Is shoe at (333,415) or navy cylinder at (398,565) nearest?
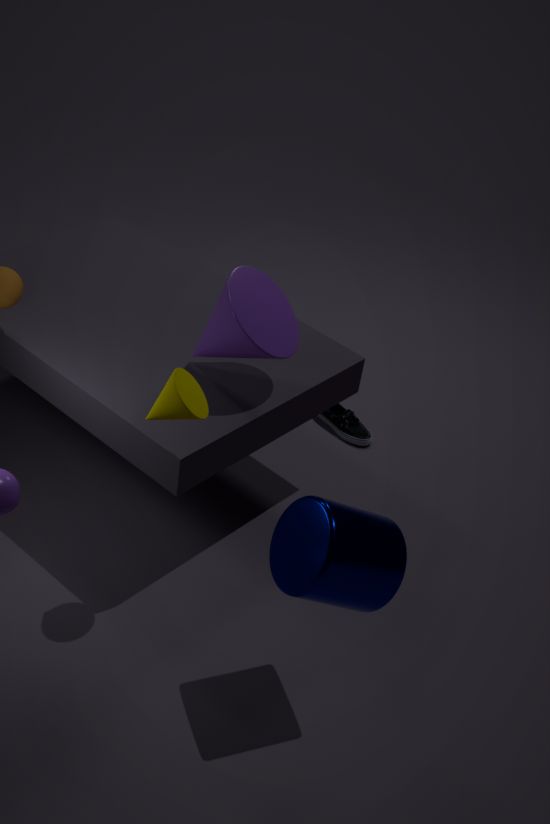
navy cylinder at (398,565)
